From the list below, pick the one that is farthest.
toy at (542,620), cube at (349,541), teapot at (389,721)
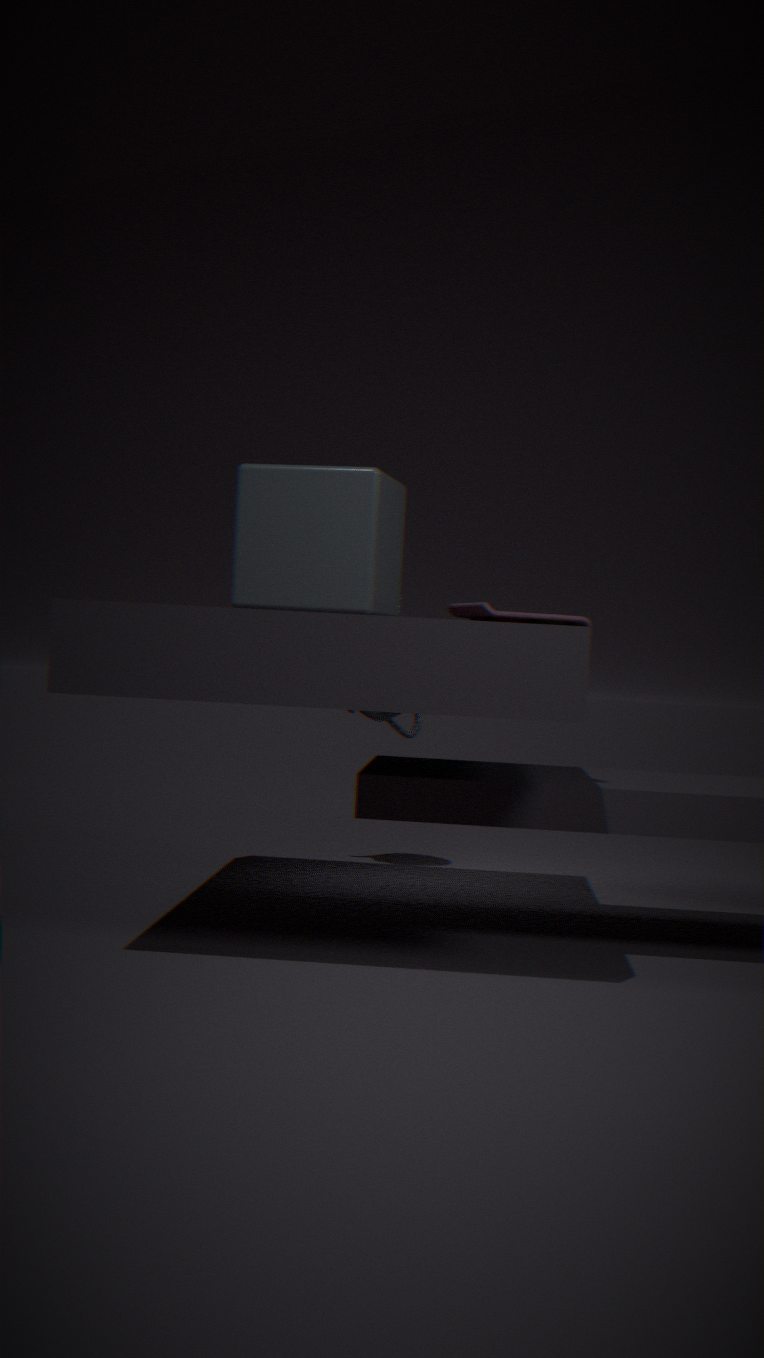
teapot at (389,721)
